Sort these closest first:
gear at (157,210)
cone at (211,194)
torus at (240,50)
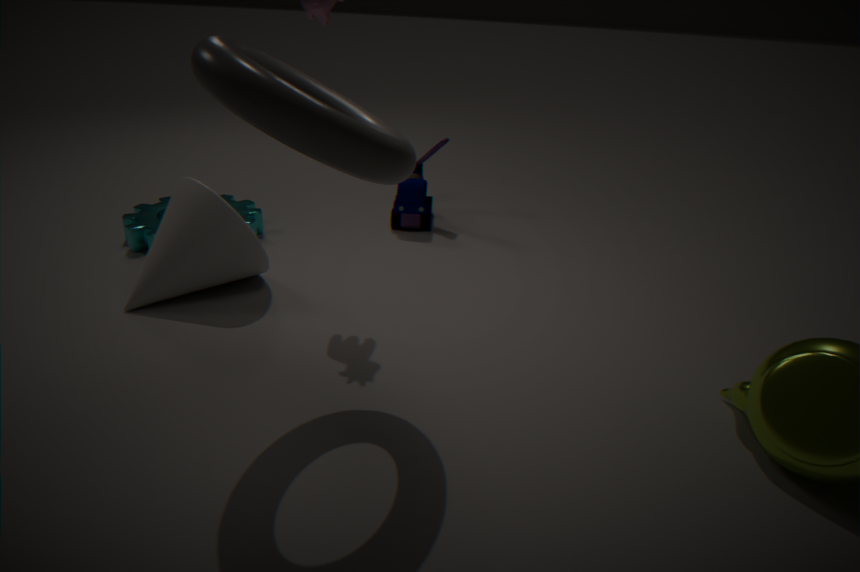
1. torus at (240,50)
2. cone at (211,194)
3. gear at (157,210)
